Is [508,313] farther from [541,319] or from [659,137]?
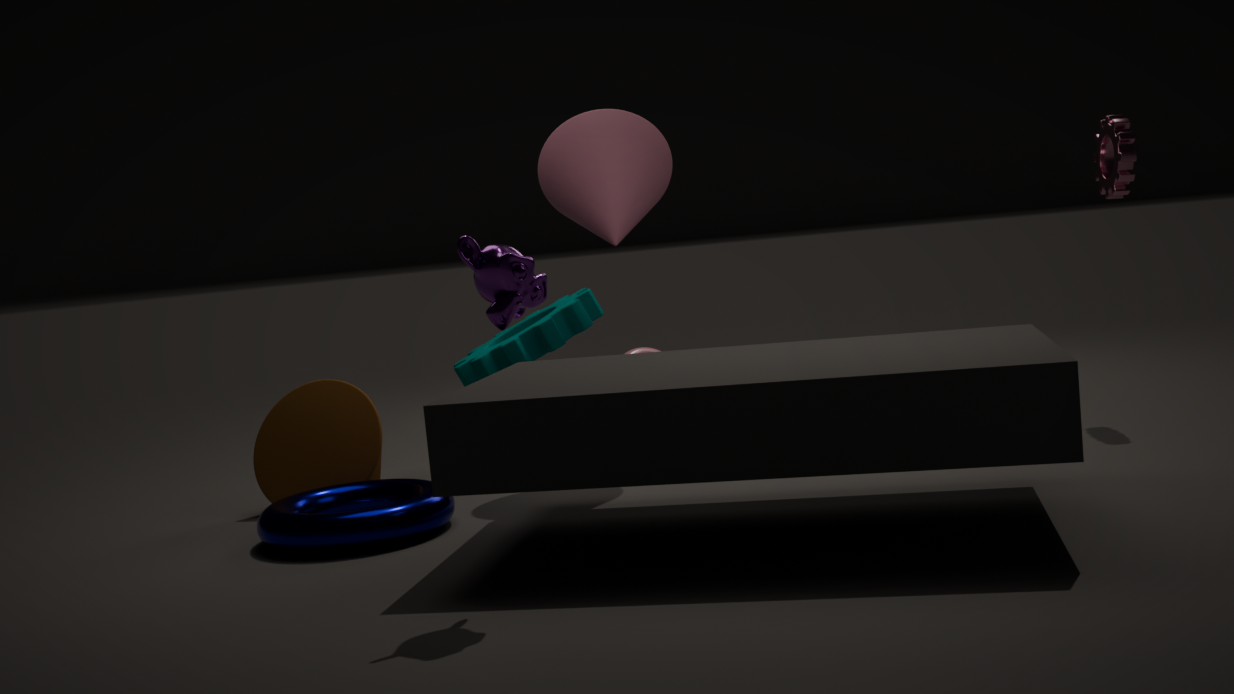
[541,319]
